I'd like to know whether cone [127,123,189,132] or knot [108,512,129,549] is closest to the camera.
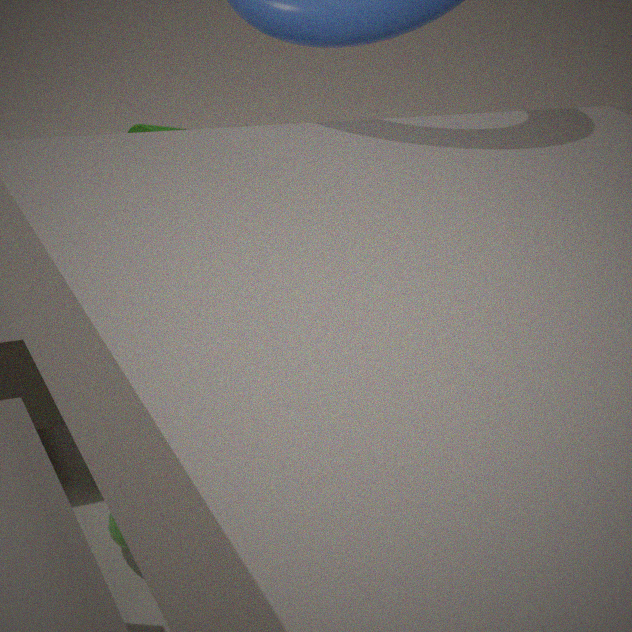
knot [108,512,129,549]
